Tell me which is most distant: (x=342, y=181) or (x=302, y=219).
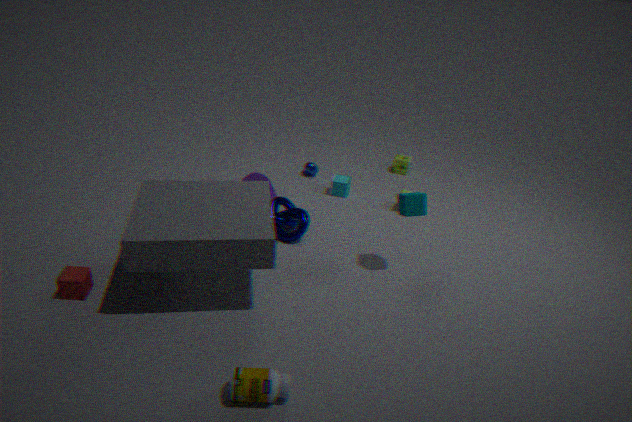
(x=342, y=181)
